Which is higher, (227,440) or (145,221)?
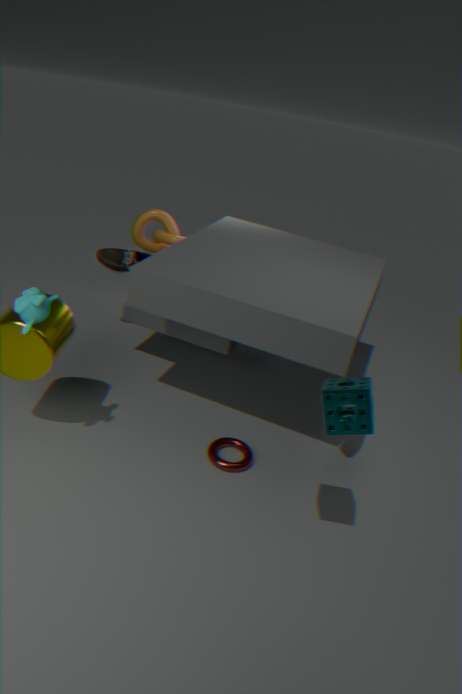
(145,221)
